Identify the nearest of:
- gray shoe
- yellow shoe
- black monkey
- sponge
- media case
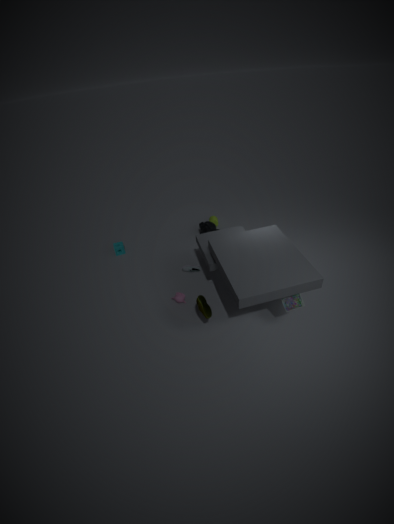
media case
